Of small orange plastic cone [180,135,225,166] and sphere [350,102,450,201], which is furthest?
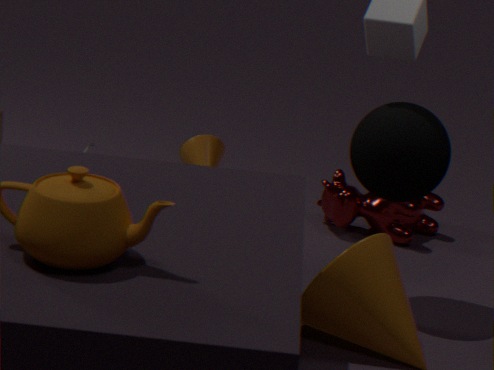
small orange plastic cone [180,135,225,166]
